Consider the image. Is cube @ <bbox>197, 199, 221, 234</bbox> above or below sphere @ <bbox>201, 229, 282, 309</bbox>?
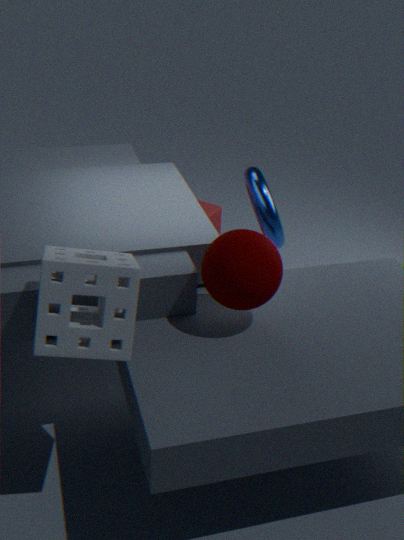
below
